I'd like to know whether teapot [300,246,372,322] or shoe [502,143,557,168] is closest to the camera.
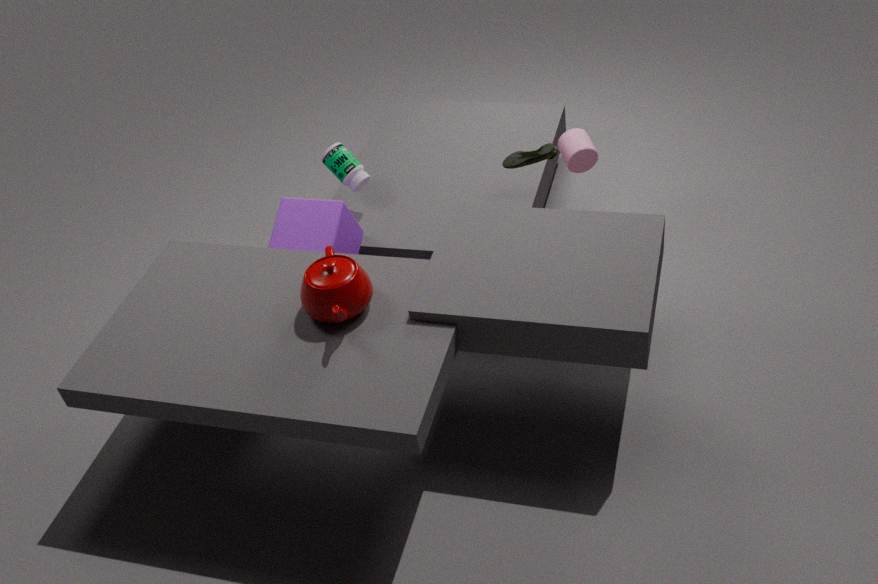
teapot [300,246,372,322]
